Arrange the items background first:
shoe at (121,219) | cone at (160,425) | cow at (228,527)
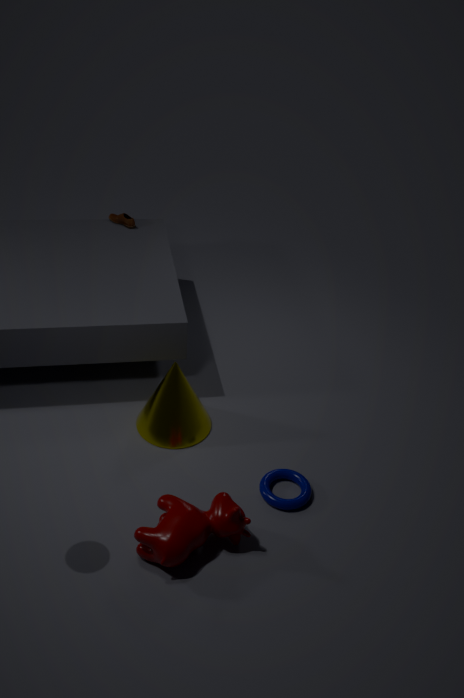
shoe at (121,219) < cone at (160,425) < cow at (228,527)
